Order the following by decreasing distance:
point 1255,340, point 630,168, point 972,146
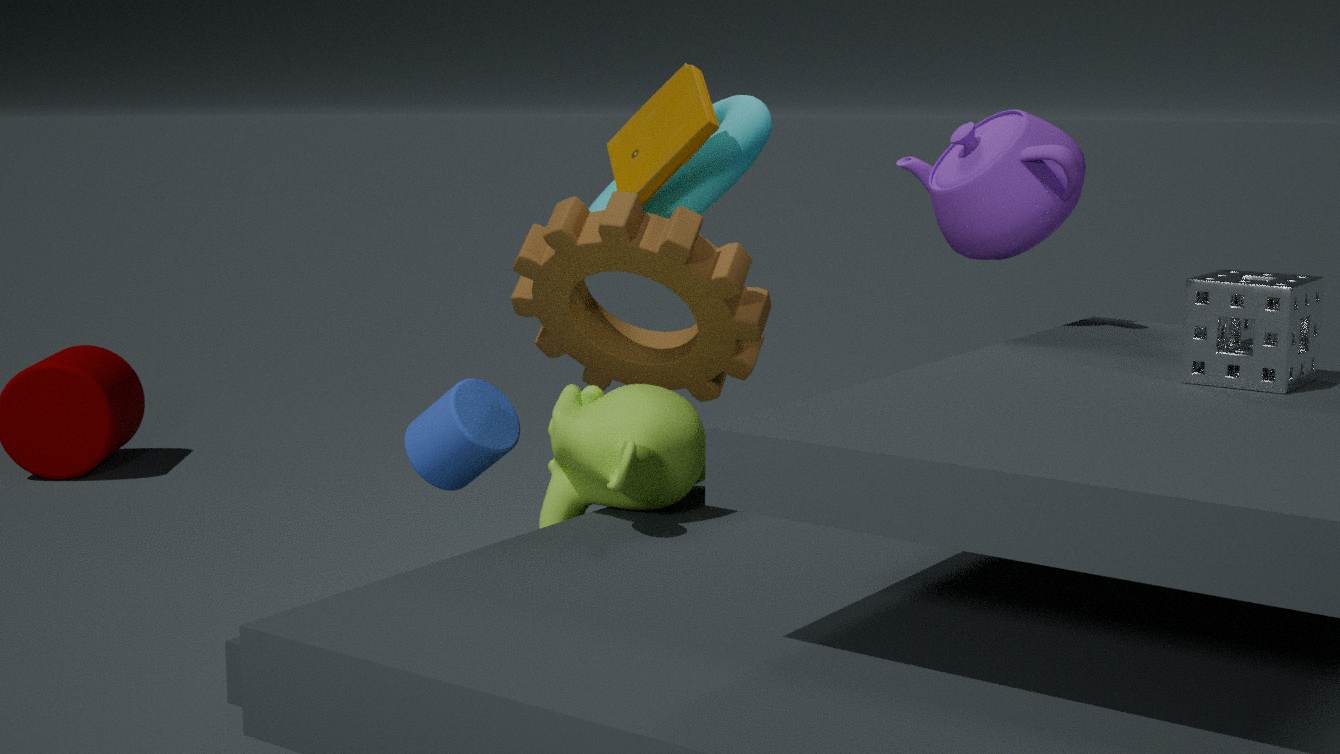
point 630,168 → point 972,146 → point 1255,340
